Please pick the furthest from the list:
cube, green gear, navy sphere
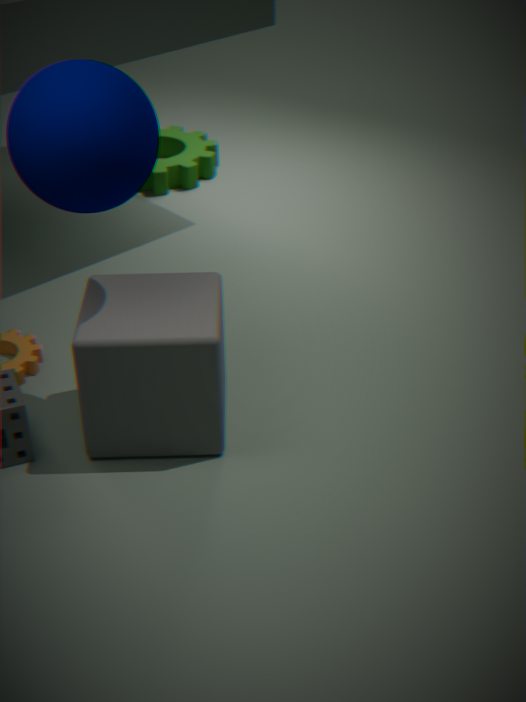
green gear
